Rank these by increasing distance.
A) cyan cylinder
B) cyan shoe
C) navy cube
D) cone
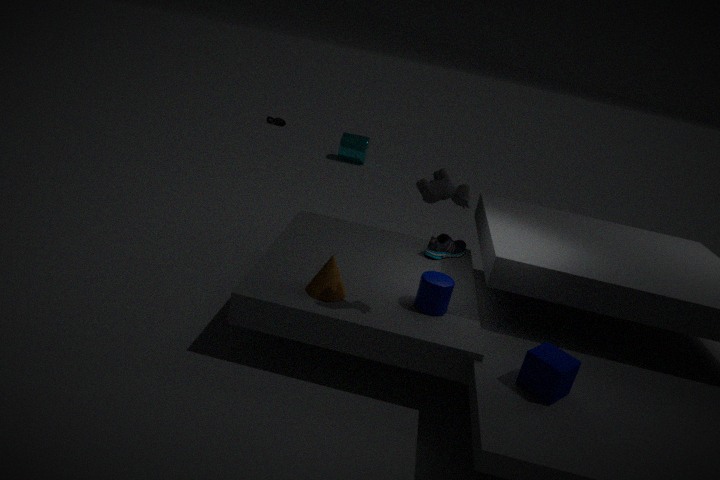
1. navy cube
2. cone
3. cyan shoe
4. cyan cylinder
